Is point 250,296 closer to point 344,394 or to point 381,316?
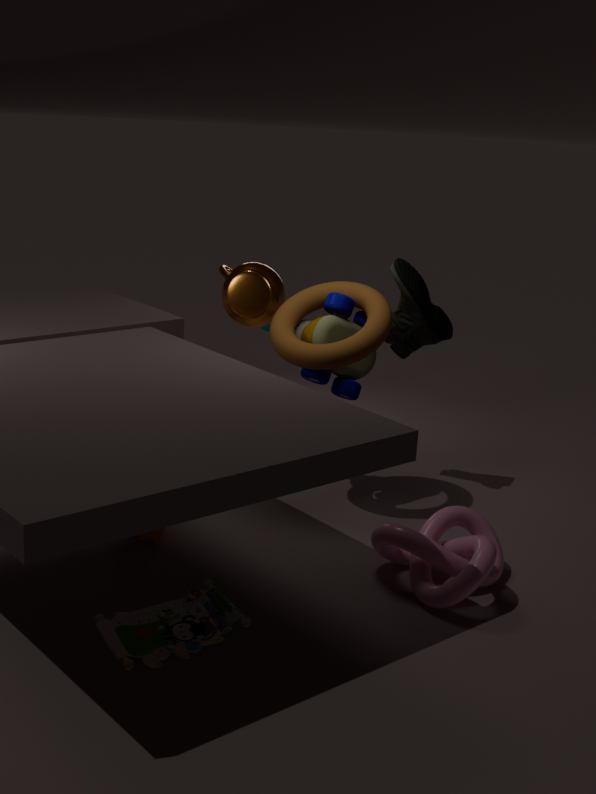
point 344,394
